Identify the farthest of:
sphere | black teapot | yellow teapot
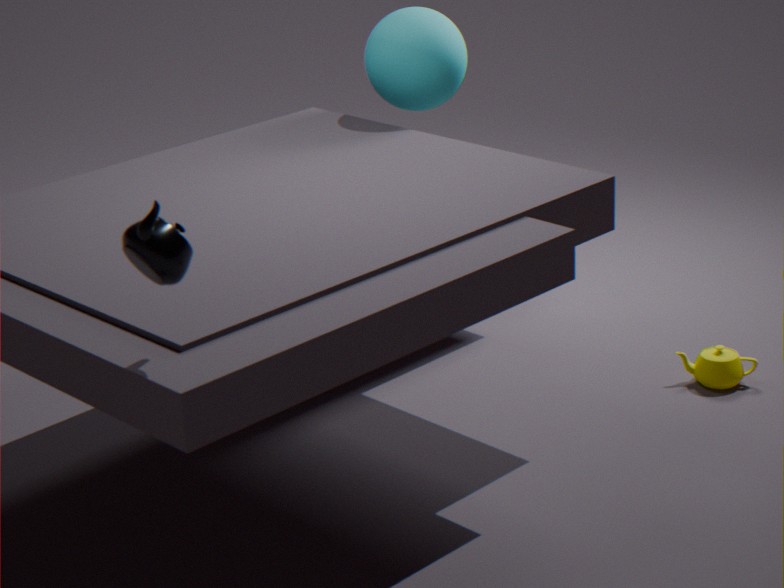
sphere
